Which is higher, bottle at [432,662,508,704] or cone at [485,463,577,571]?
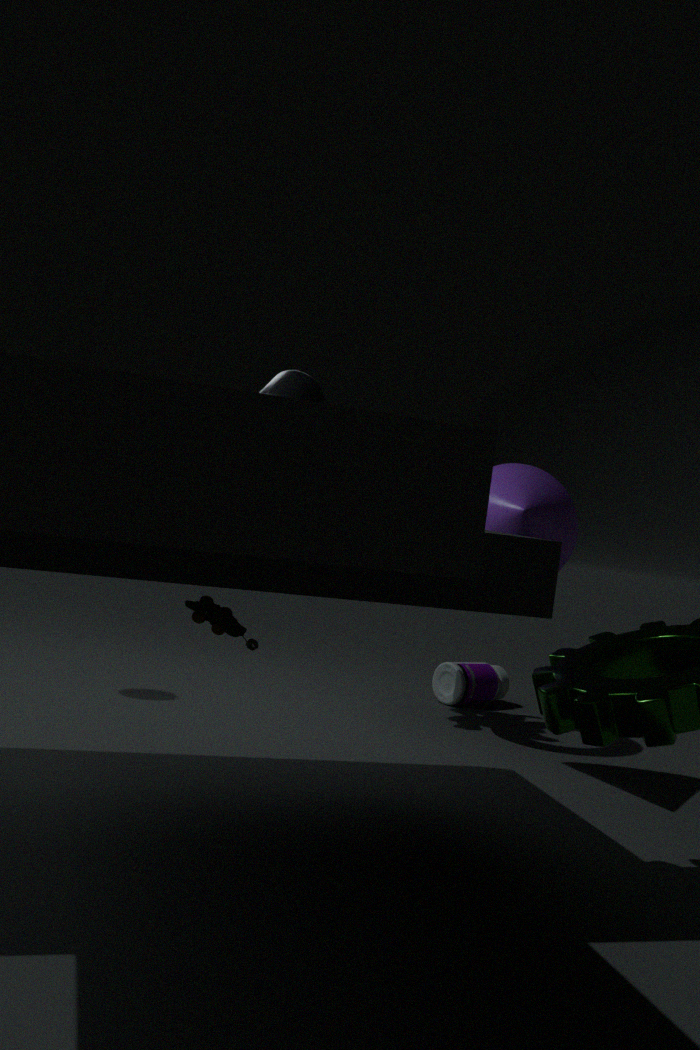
cone at [485,463,577,571]
